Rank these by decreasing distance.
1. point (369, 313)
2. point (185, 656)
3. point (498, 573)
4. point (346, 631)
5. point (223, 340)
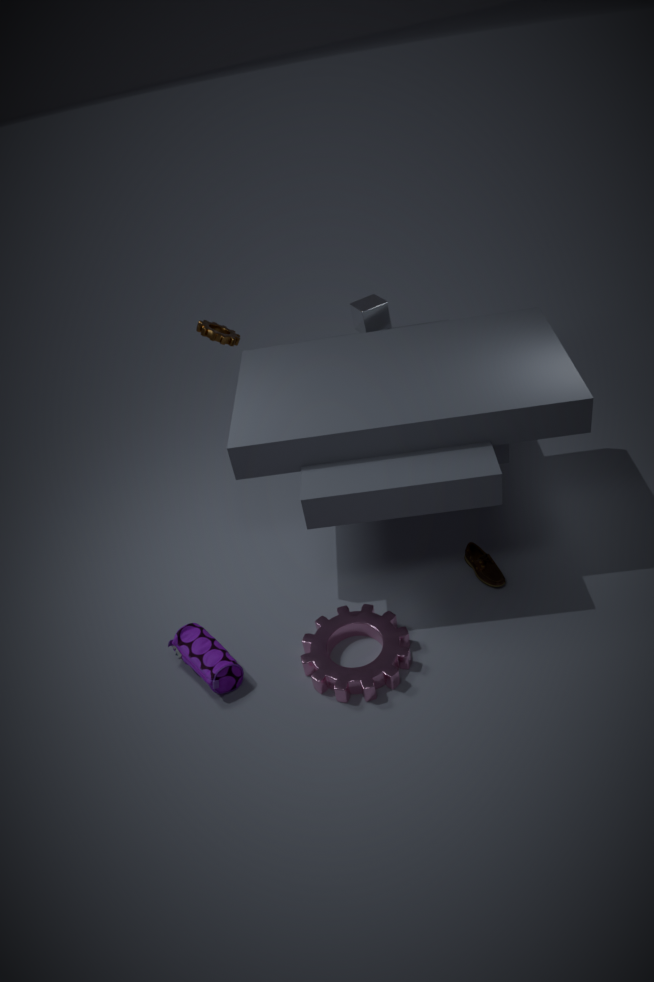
A: point (369, 313) → point (223, 340) → point (498, 573) → point (346, 631) → point (185, 656)
